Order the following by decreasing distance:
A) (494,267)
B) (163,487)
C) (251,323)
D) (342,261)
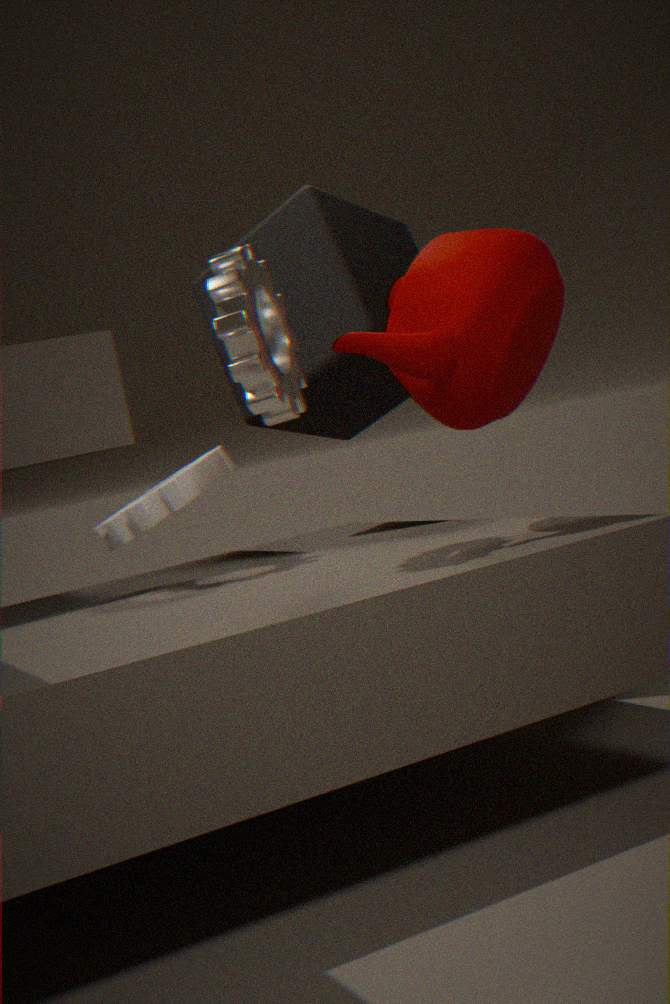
(342,261) → (163,487) → (494,267) → (251,323)
